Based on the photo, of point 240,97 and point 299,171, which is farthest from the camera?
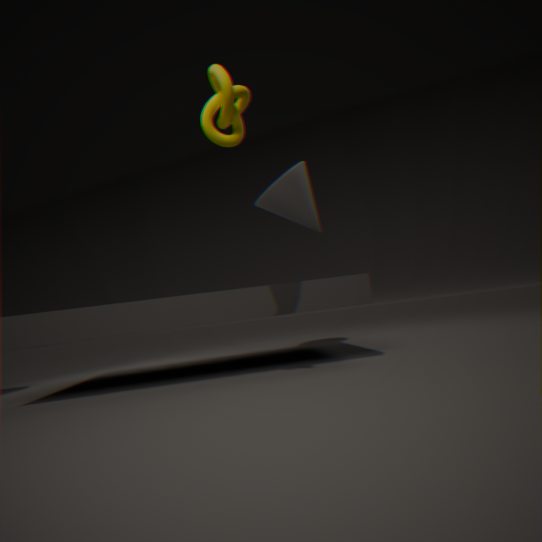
point 299,171
